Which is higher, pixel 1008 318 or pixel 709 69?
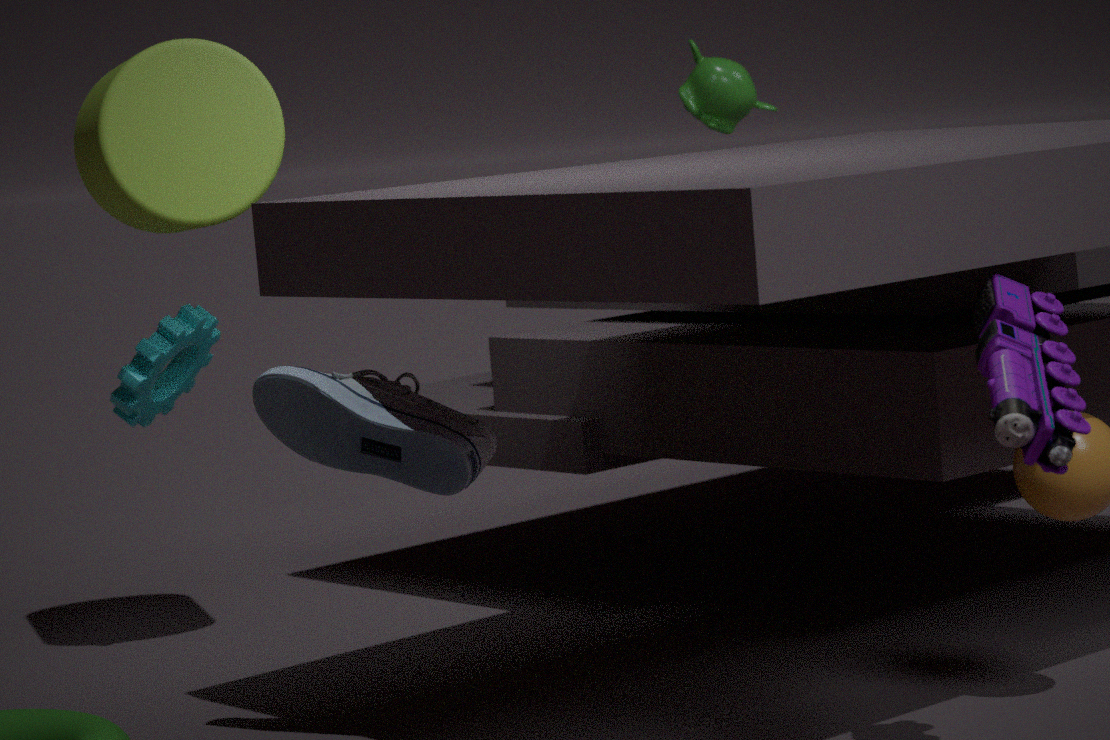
pixel 709 69
